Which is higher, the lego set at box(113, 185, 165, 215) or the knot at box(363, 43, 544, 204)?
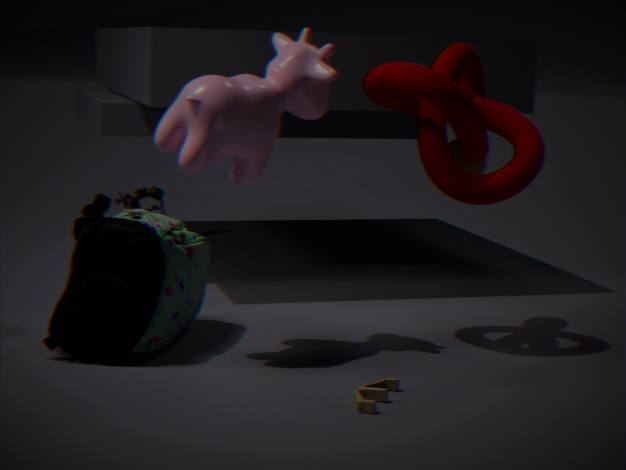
the knot at box(363, 43, 544, 204)
